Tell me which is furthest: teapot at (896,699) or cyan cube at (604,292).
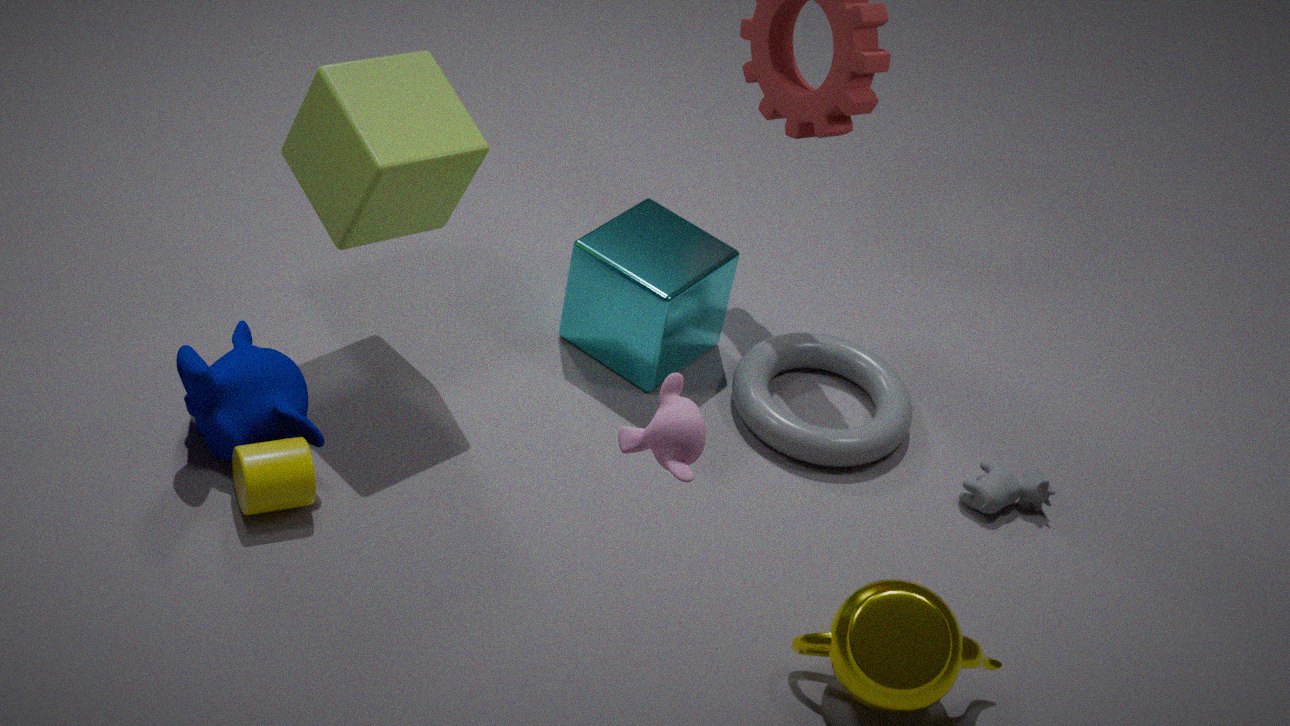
cyan cube at (604,292)
